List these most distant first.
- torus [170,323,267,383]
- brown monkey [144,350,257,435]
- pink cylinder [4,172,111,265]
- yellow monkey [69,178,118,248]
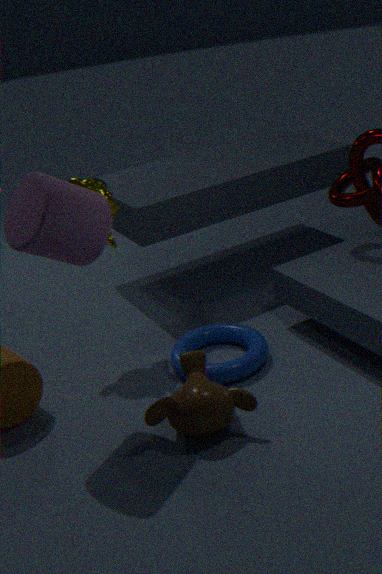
1. yellow monkey [69,178,118,248]
2. torus [170,323,267,383]
3. brown monkey [144,350,257,435]
4. pink cylinder [4,172,111,265]
